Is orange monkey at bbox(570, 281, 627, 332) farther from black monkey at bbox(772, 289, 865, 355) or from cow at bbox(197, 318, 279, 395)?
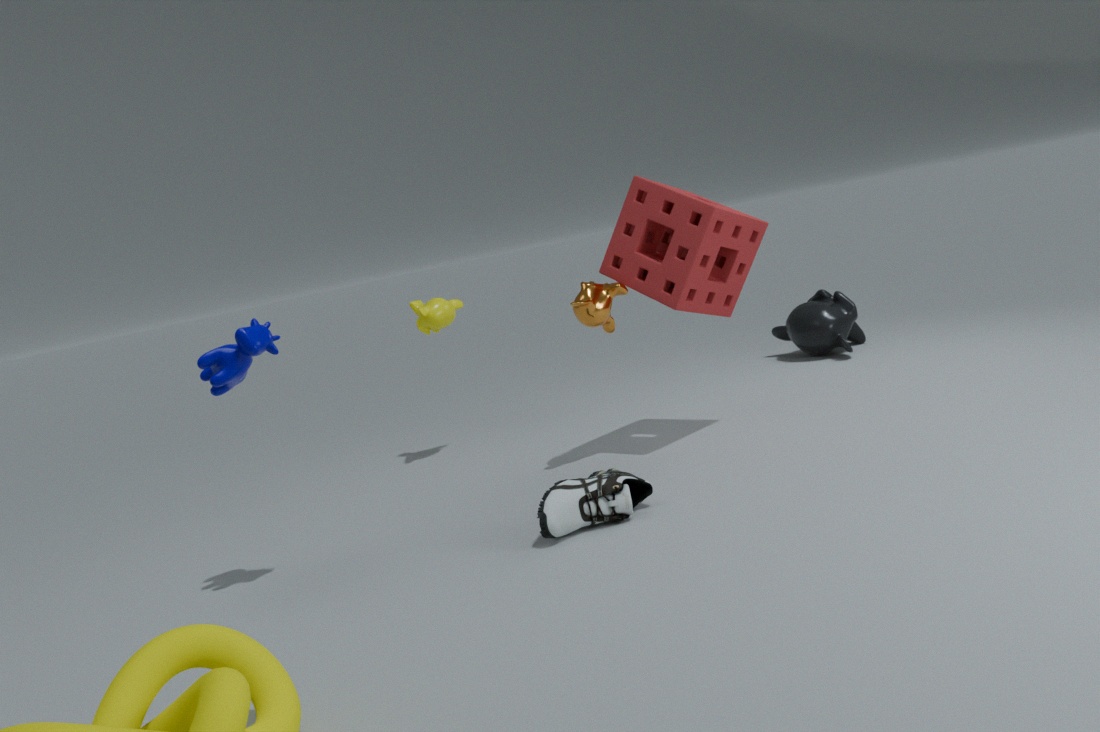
black monkey at bbox(772, 289, 865, 355)
